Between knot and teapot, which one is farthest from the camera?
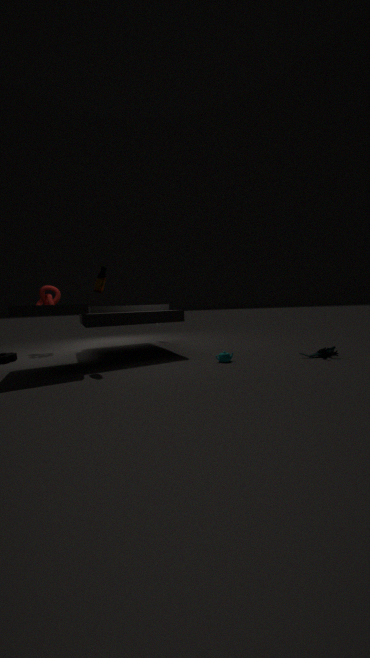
knot
